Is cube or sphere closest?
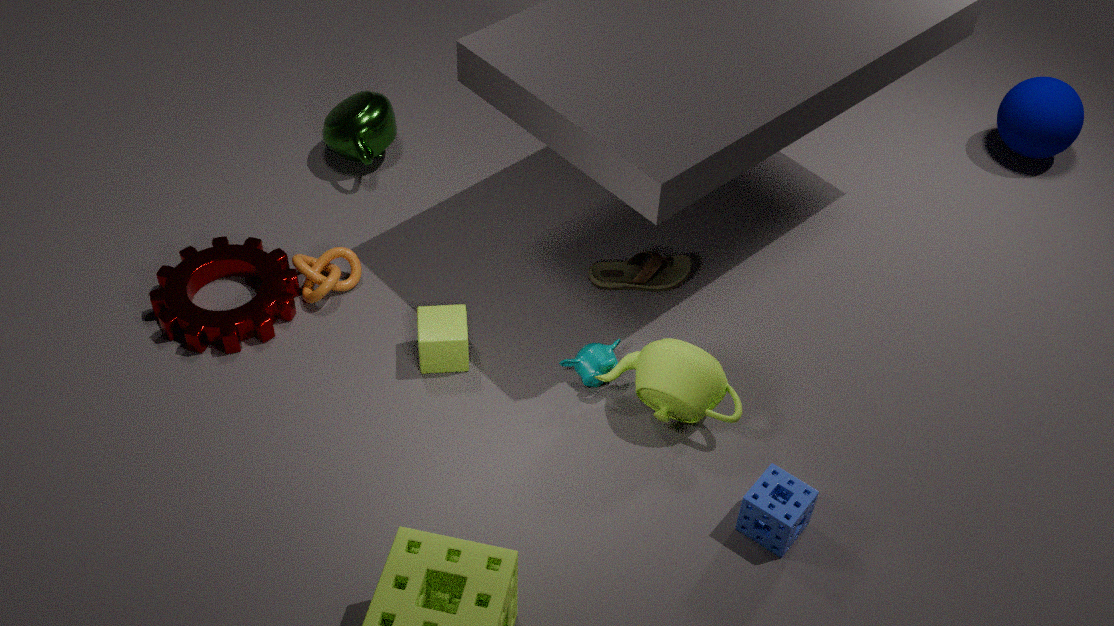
cube
